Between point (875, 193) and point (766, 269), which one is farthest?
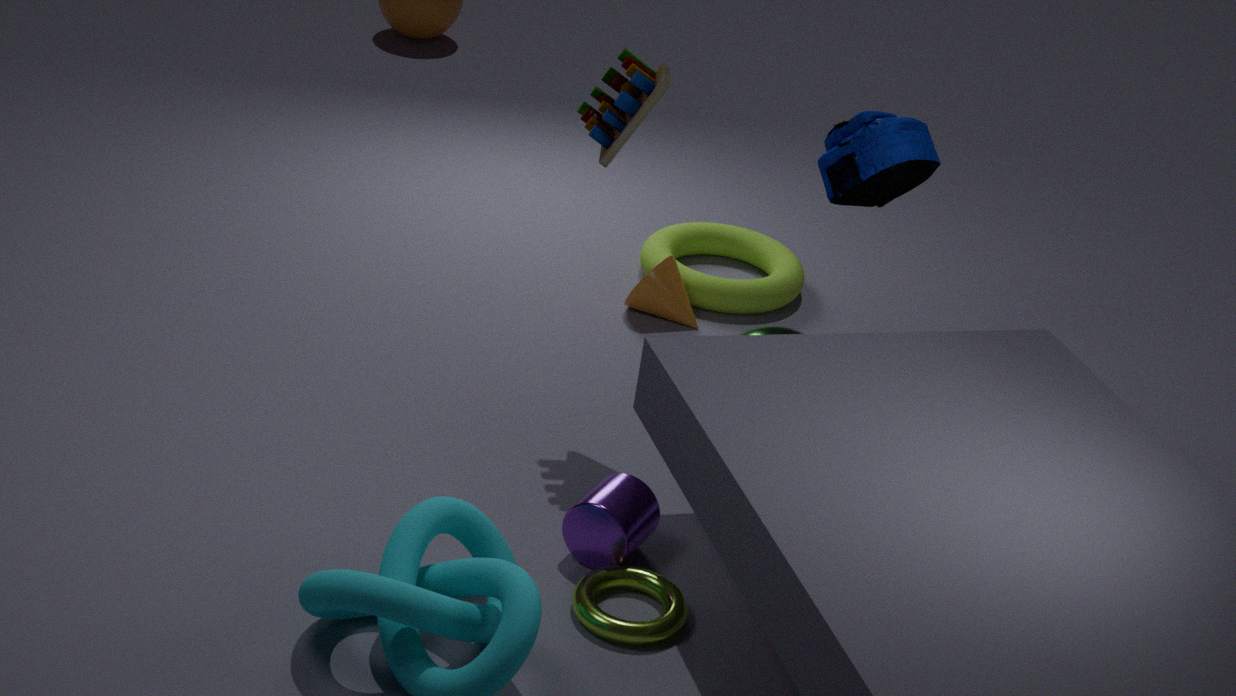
point (766, 269)
